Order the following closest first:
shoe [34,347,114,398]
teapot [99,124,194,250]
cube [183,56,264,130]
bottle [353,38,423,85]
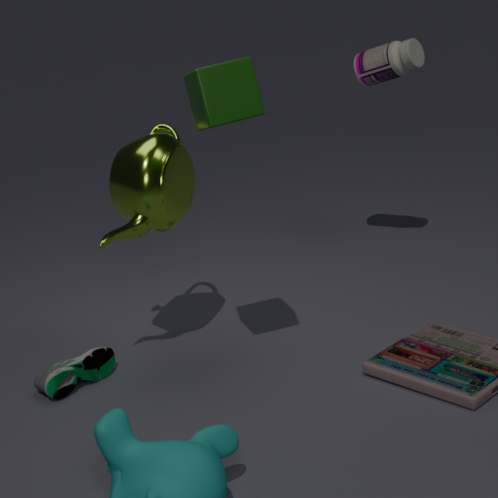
cube [183,56,264,130] < teapot [99,124,194,250] < shoe [34,347,114,398] < bottle [353,38,423,85]
